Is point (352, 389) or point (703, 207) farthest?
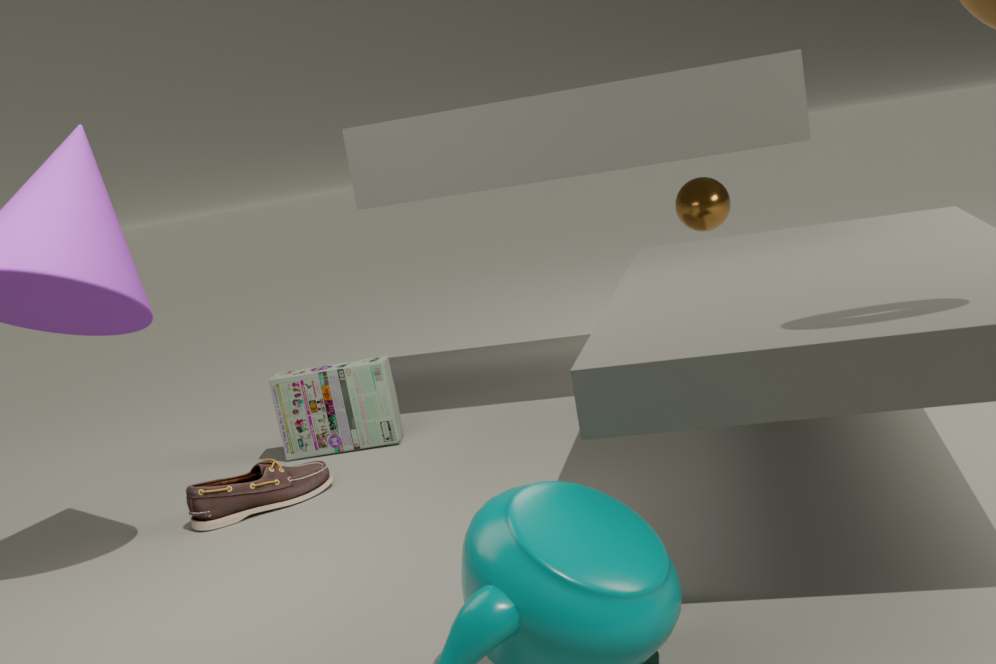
point (703, 207)
